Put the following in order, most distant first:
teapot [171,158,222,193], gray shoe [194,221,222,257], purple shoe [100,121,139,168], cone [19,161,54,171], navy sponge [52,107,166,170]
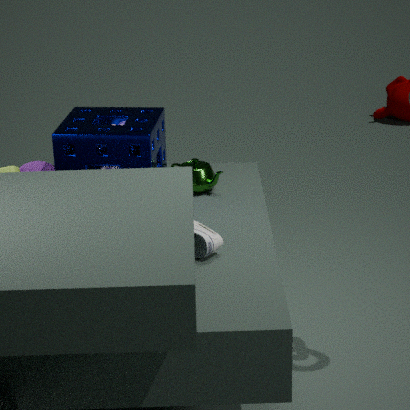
teapot [171,158,222,193]
cone [19,161,54,171]
purple shoe [100,121,139,168]
navy sponge [52,107,166,170]
gray shoe [194,221,222,257]
